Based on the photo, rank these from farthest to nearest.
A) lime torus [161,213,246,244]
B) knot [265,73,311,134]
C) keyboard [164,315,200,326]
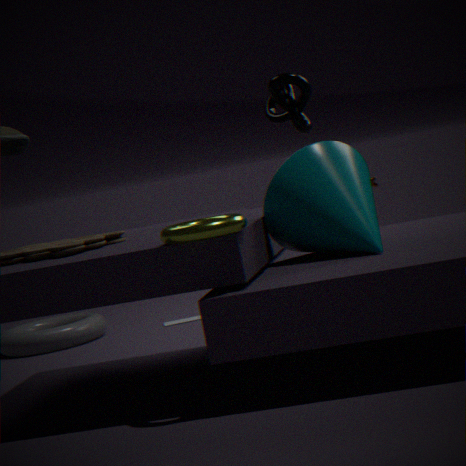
keyboard [164,315,200,326], knot [265,73,311,134], lime torus [161,213,246,244]
